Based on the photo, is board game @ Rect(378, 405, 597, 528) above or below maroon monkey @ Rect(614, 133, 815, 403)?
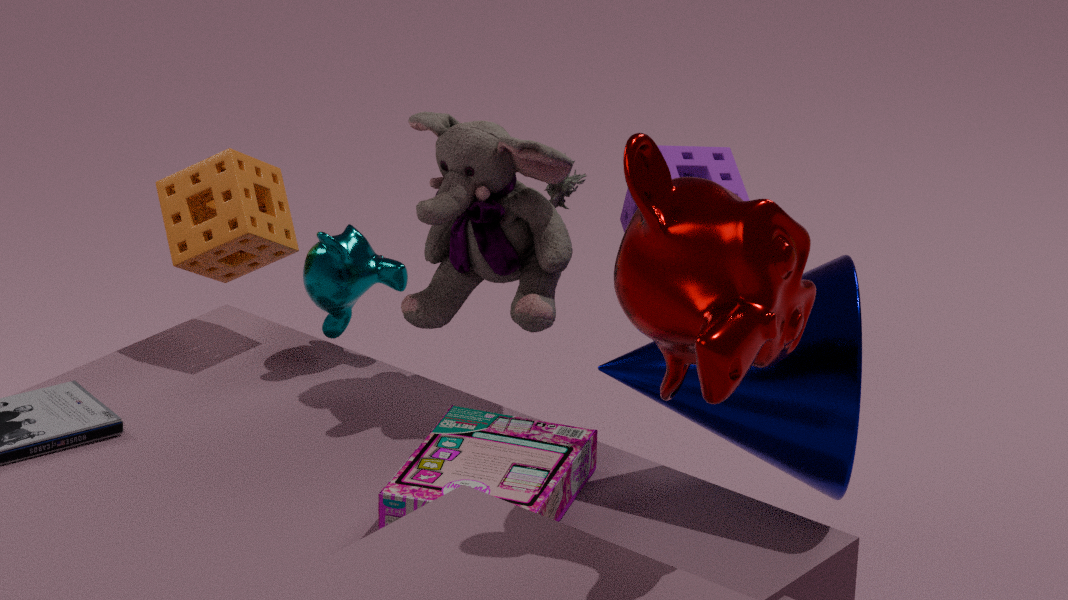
below
